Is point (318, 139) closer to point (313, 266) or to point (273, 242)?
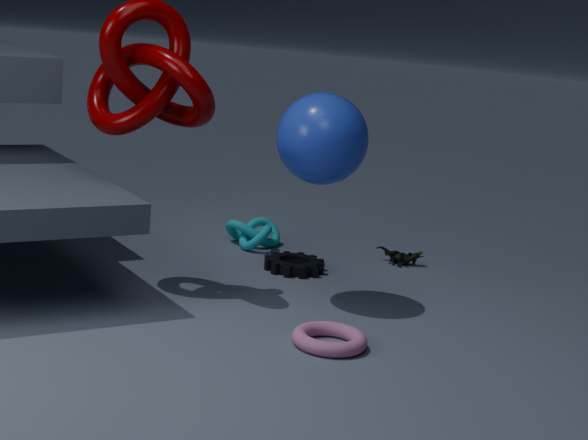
point (313, 266)
